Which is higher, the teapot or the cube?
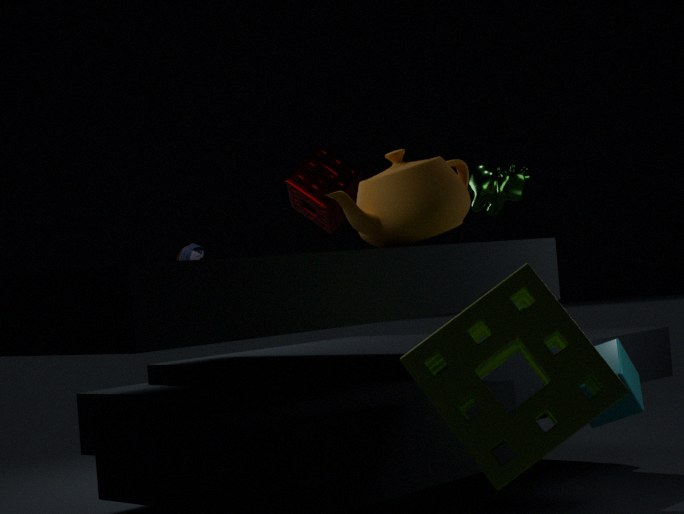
the teapot
